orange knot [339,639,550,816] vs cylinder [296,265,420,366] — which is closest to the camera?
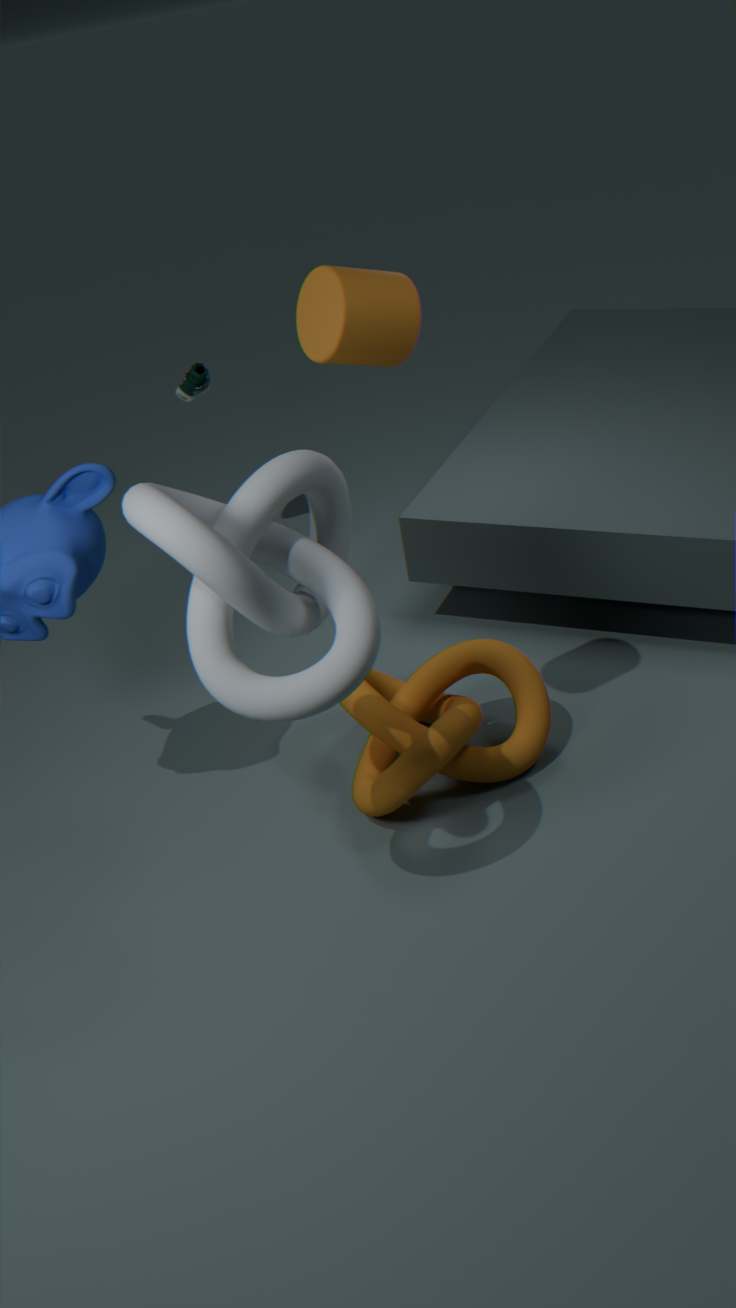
cylinder [296,265,420,366]
